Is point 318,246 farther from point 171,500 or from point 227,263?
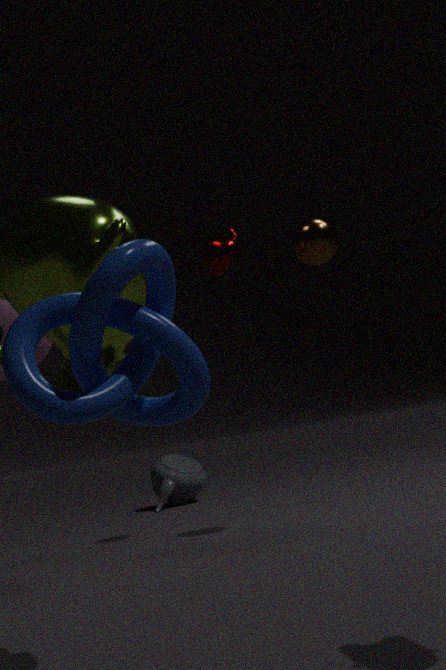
point 171,500
